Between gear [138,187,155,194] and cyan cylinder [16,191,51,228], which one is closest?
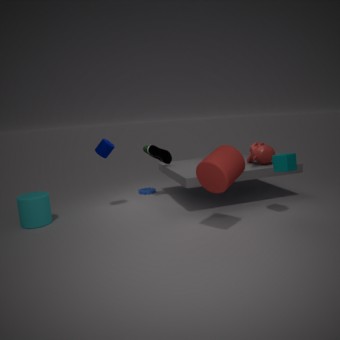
cyan cylinder [16,191,51,228]
